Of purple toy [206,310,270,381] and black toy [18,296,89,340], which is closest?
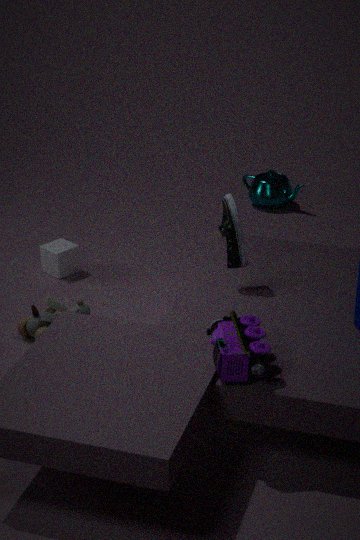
purple toy [206,310,270,381]
